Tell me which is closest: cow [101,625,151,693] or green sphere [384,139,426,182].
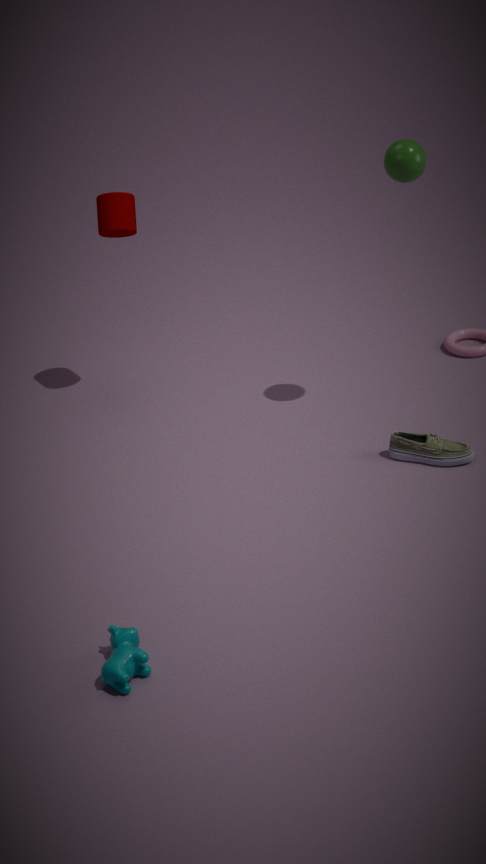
cow [101,625,151,693]
